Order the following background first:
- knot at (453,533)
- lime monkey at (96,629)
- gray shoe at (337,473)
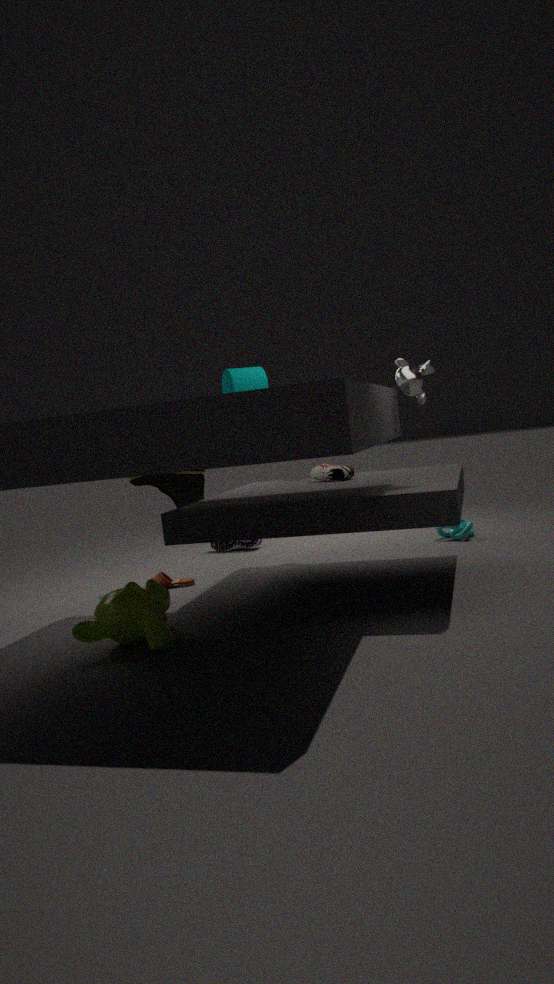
knot at (453,533), gray shoe at (337,473), lime monkey at (96,629)
